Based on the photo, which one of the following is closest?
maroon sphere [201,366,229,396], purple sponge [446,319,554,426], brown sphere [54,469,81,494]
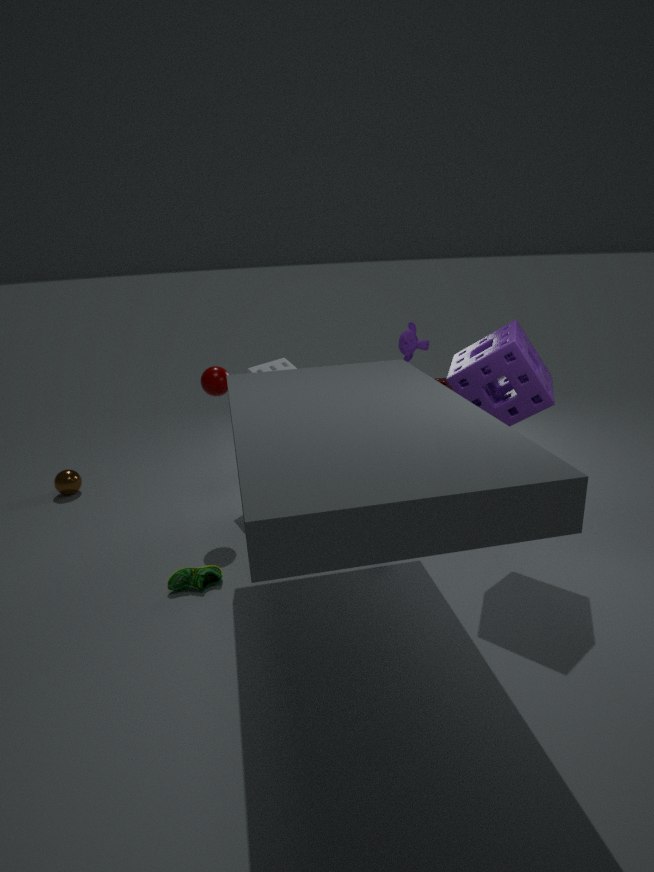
purple sponge [446,319,554,426]
